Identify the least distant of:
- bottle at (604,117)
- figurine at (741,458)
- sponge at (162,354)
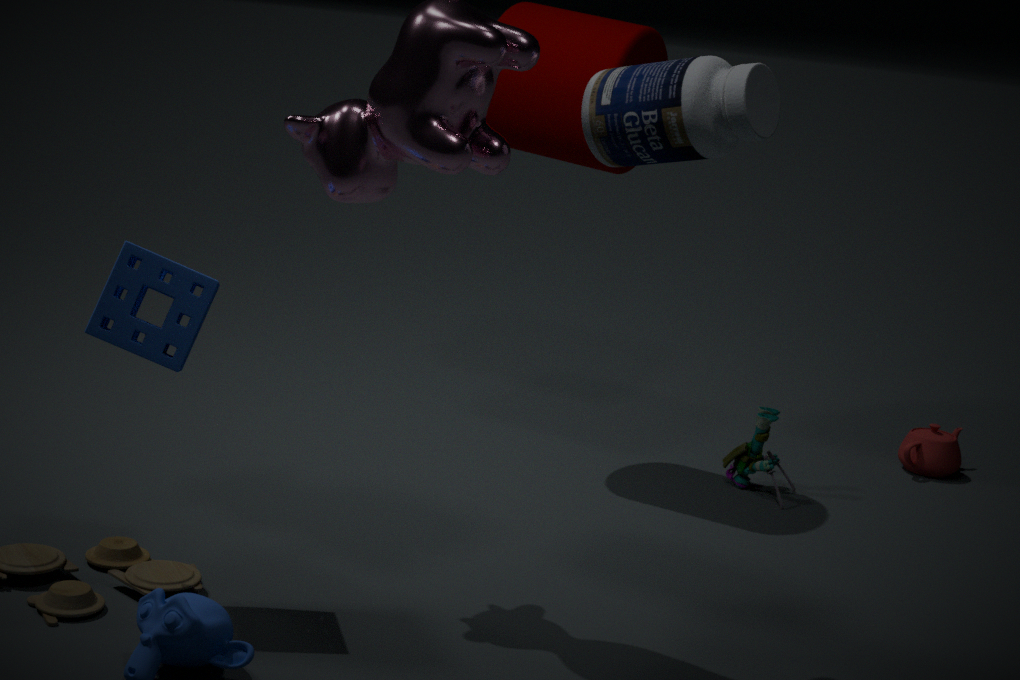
bottle at (604,117)
